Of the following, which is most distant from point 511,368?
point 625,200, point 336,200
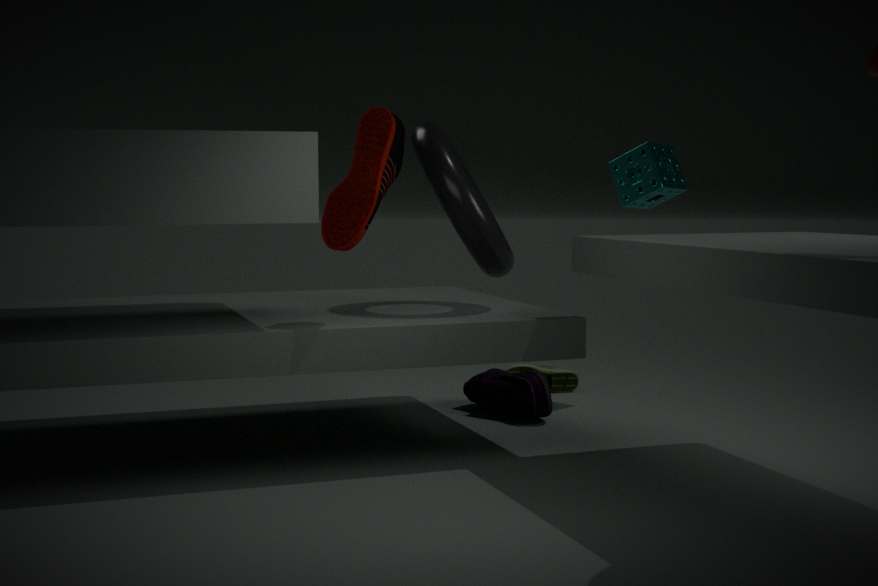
point 336,200
